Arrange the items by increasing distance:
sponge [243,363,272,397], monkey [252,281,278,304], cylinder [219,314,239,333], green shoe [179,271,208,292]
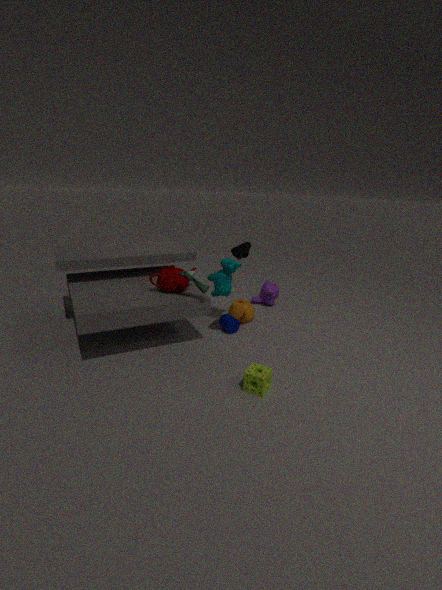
sponge [243,363,272,397] → green shoe [179,271,208,292] → cylinder [219,314,239,333] → monkey [252,281,278,304]
